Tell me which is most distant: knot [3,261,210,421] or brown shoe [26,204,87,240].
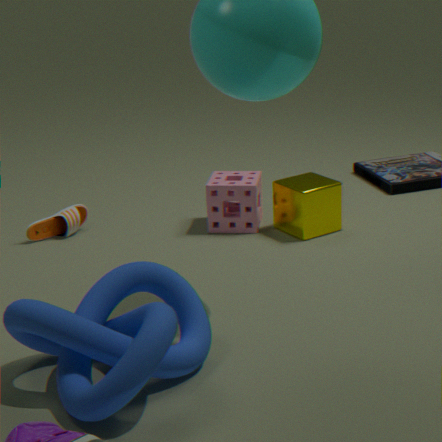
brown shoe [26,204,87,240]
